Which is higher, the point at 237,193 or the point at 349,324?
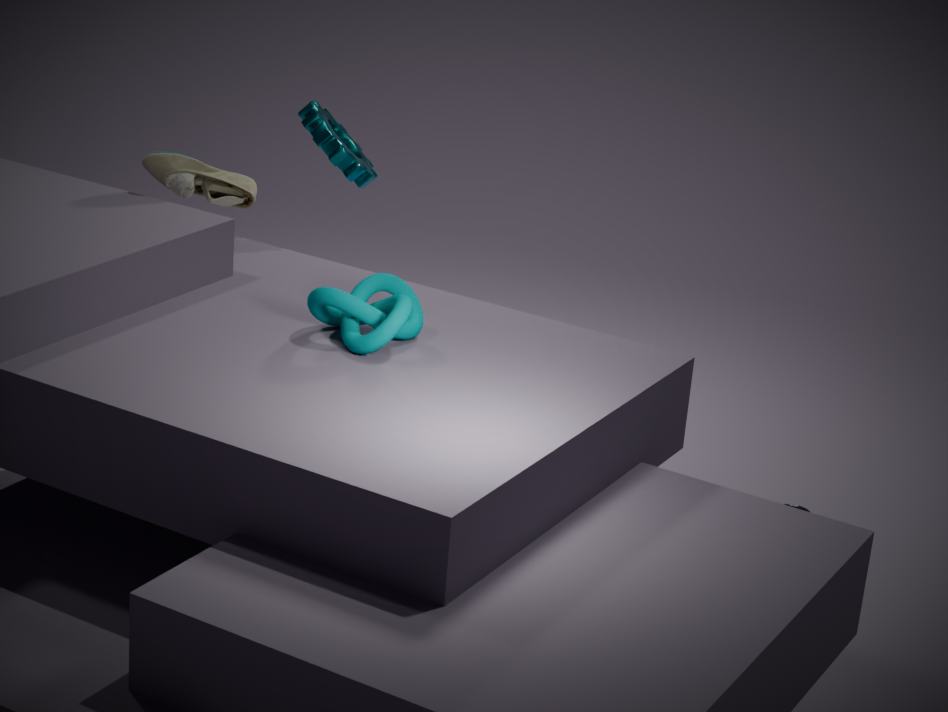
the point at 237,193
